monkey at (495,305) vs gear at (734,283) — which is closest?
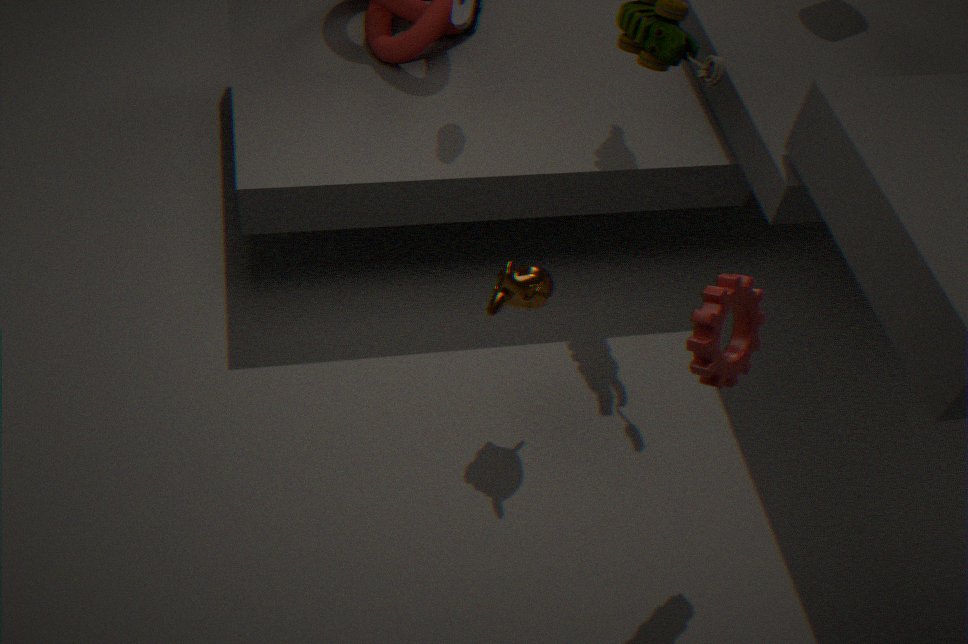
gear at (734,283)
